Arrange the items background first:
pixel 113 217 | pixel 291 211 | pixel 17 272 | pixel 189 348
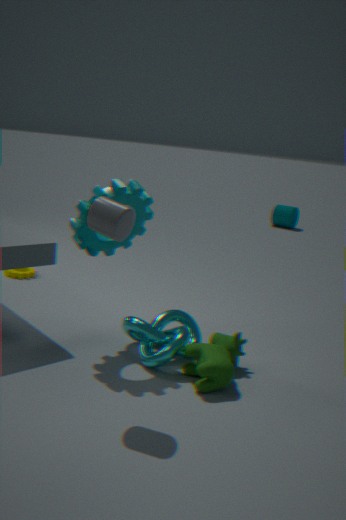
pixel 291 211
pixel 17 272
pixel 189 348
pixel 113 217
